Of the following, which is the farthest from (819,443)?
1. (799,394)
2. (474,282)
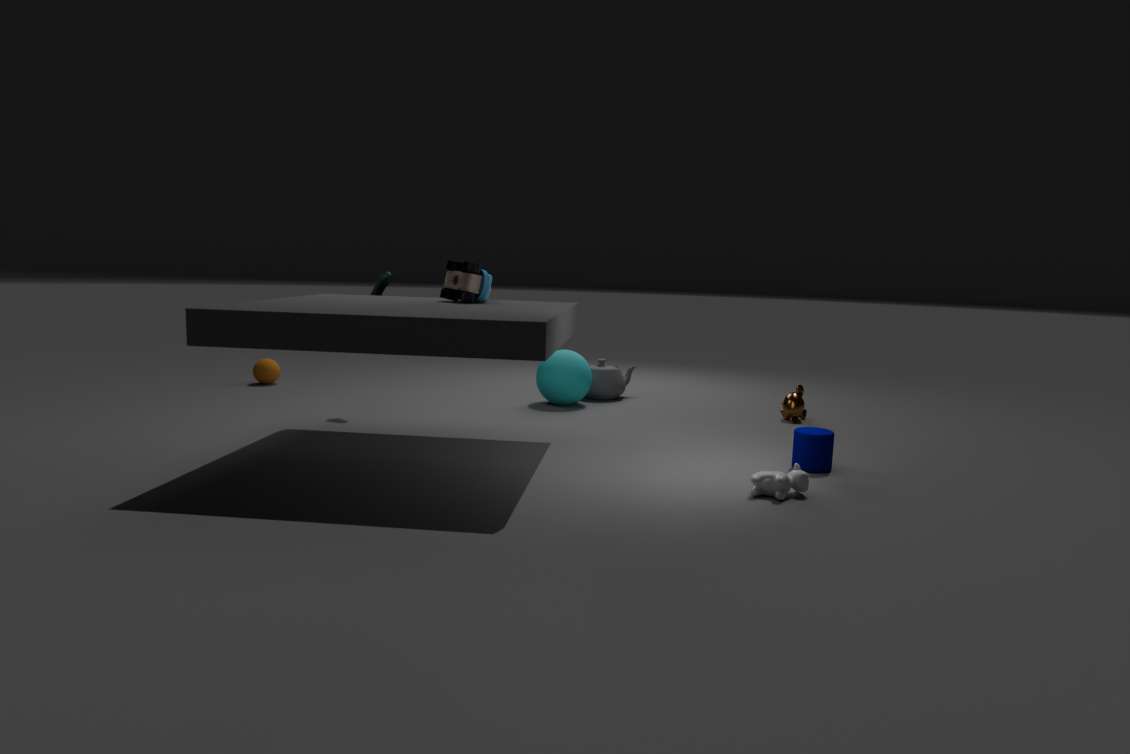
(474,282)
